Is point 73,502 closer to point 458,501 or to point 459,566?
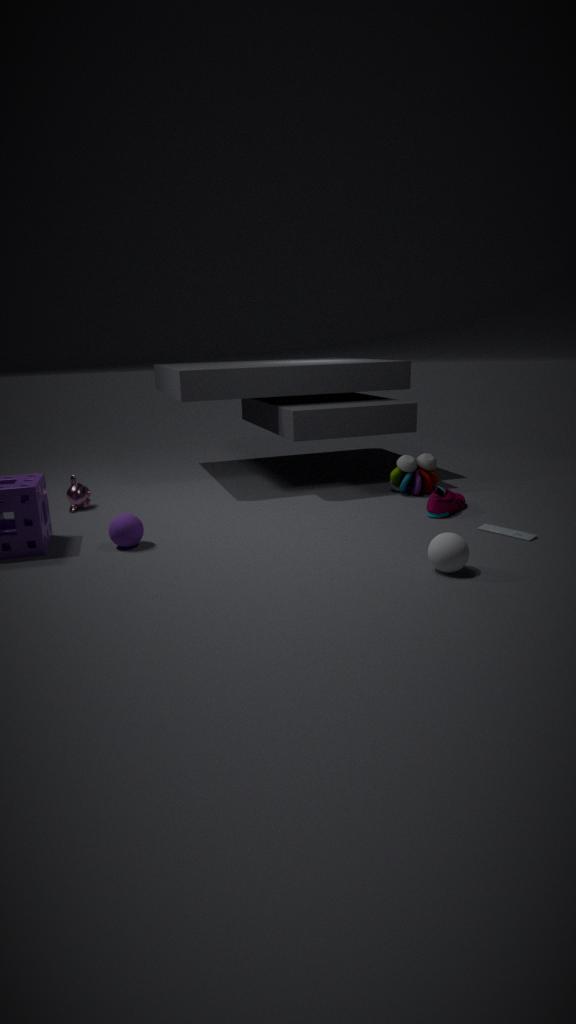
point 458,501
